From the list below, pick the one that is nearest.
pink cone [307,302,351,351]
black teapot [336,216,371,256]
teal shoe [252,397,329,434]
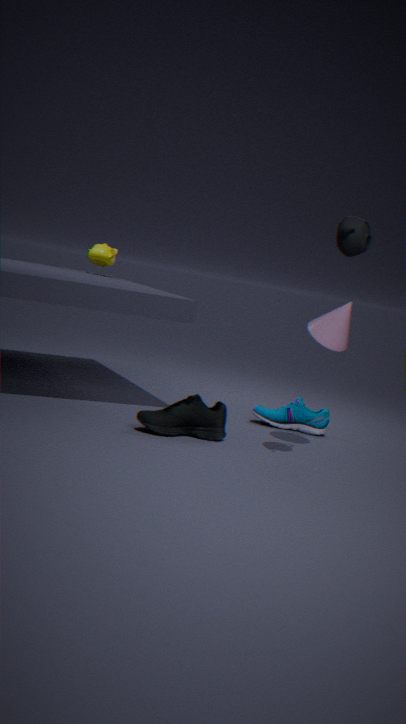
black teapot [336,216,371,256]
